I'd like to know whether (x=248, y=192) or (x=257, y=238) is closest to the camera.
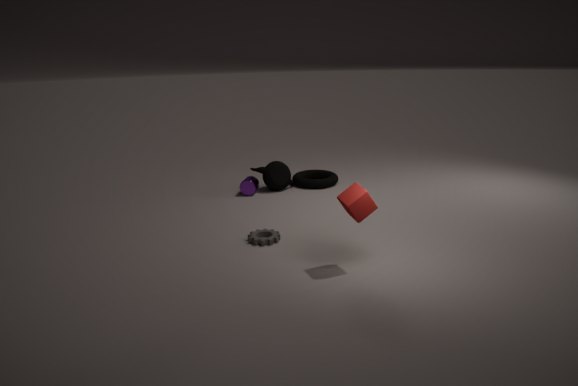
(x=257, y=238)
